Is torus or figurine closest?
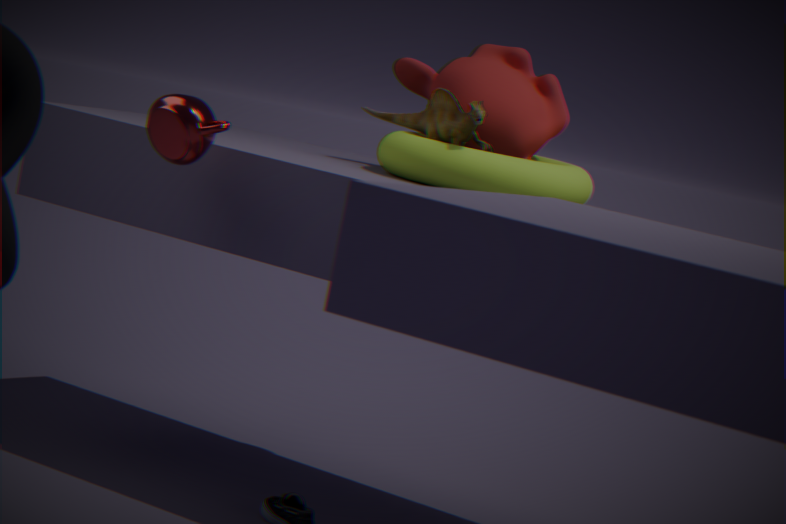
torus
